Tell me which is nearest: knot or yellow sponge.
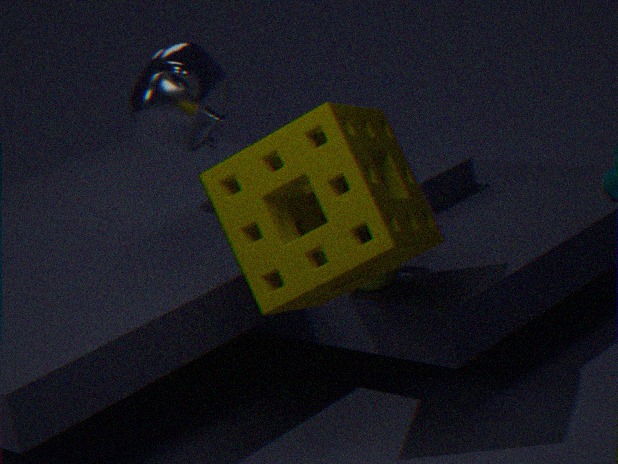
yellow sponge
